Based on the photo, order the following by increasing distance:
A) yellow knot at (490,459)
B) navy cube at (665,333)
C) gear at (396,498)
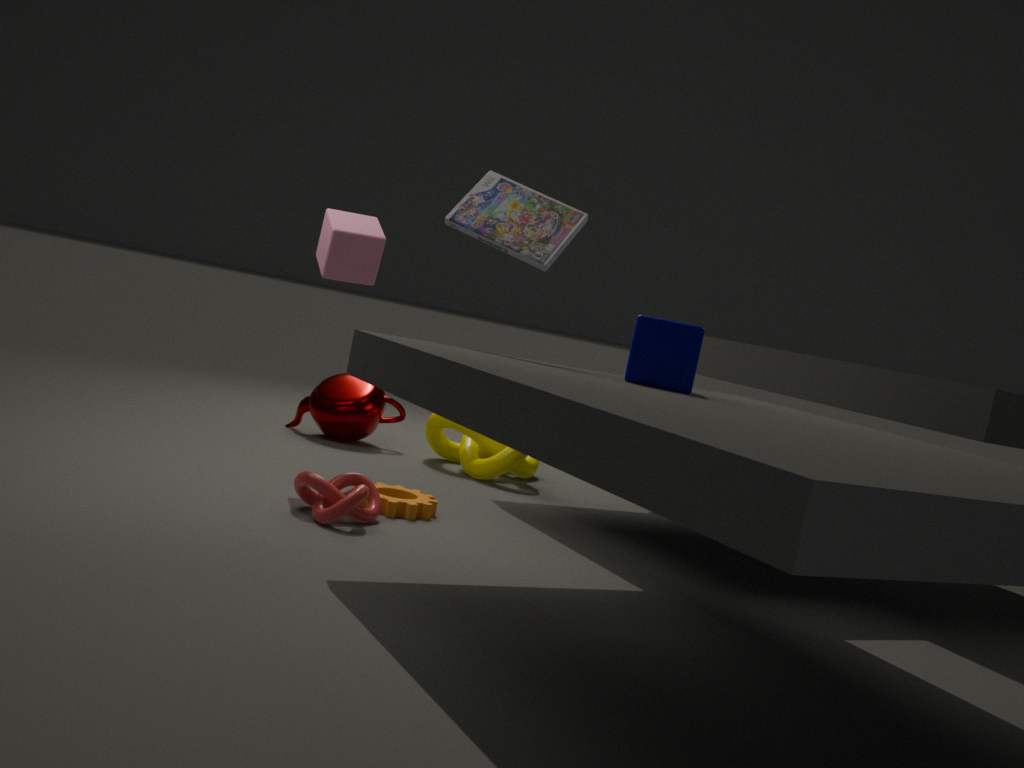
navy cube at (665,333) < gear at (396,498) < yellow knot at (490,459)
